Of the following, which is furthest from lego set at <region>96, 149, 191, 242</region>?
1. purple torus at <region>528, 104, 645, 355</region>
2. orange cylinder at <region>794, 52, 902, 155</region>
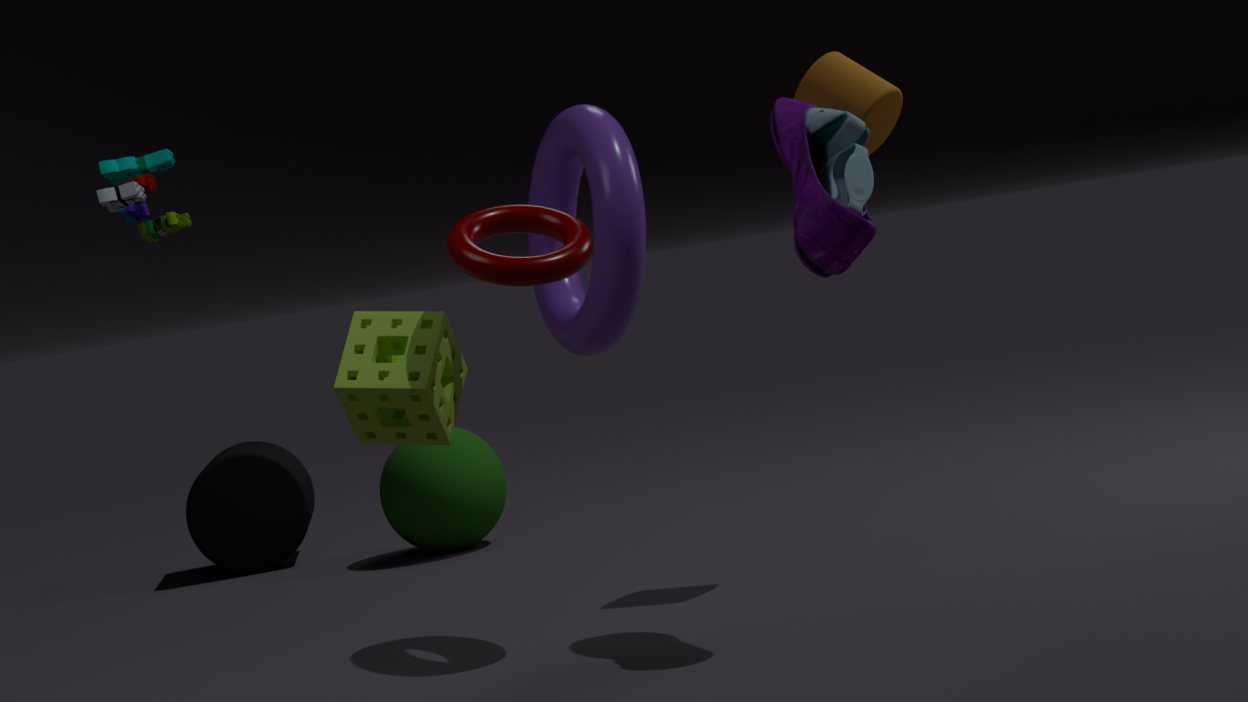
orange cylinder at <region>794, 52, 902, 155</region>
